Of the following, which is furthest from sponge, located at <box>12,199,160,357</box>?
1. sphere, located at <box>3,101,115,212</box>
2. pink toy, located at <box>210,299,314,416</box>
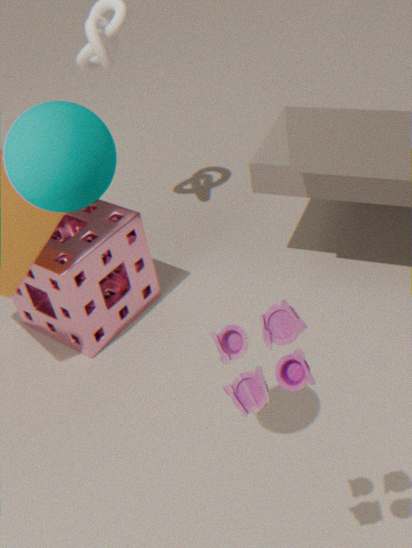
pink toy, located at <box>210,299,314,416</box>
